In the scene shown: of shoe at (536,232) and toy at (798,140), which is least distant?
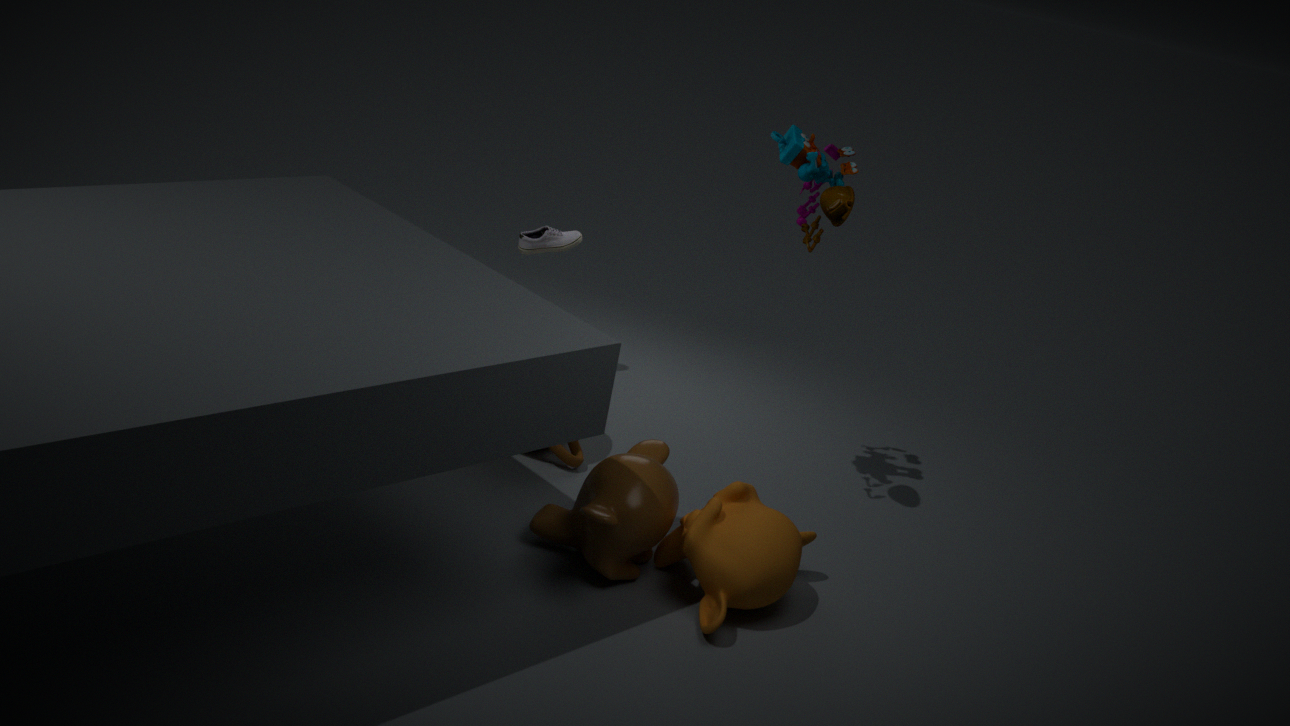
toy at (798,140)
